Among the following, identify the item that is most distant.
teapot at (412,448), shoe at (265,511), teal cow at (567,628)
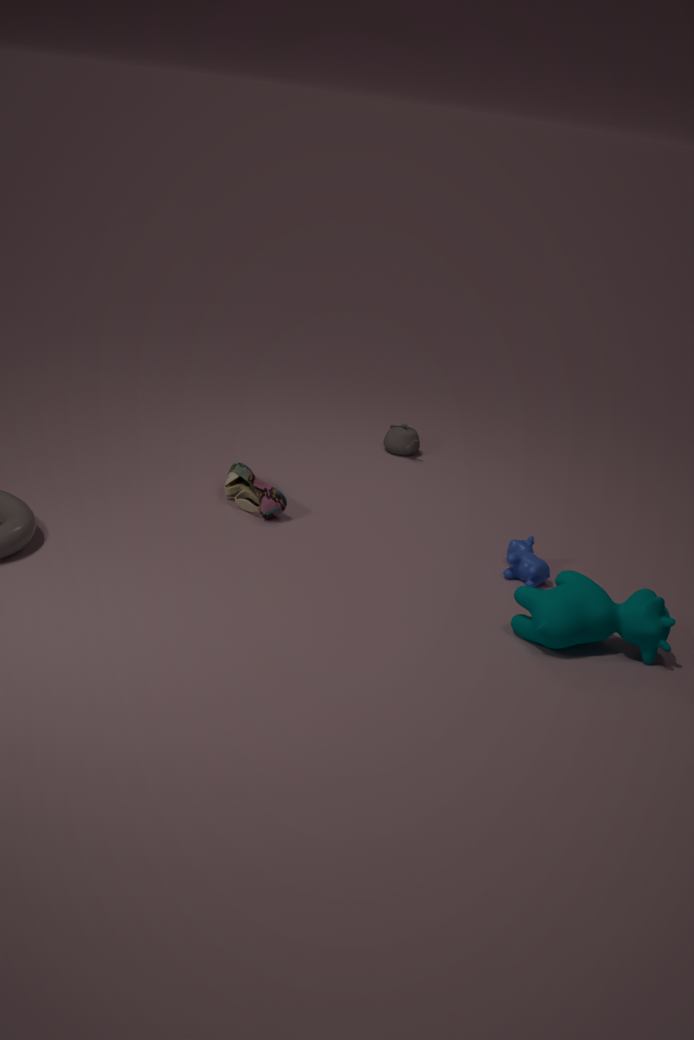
teapot at (412,448)
